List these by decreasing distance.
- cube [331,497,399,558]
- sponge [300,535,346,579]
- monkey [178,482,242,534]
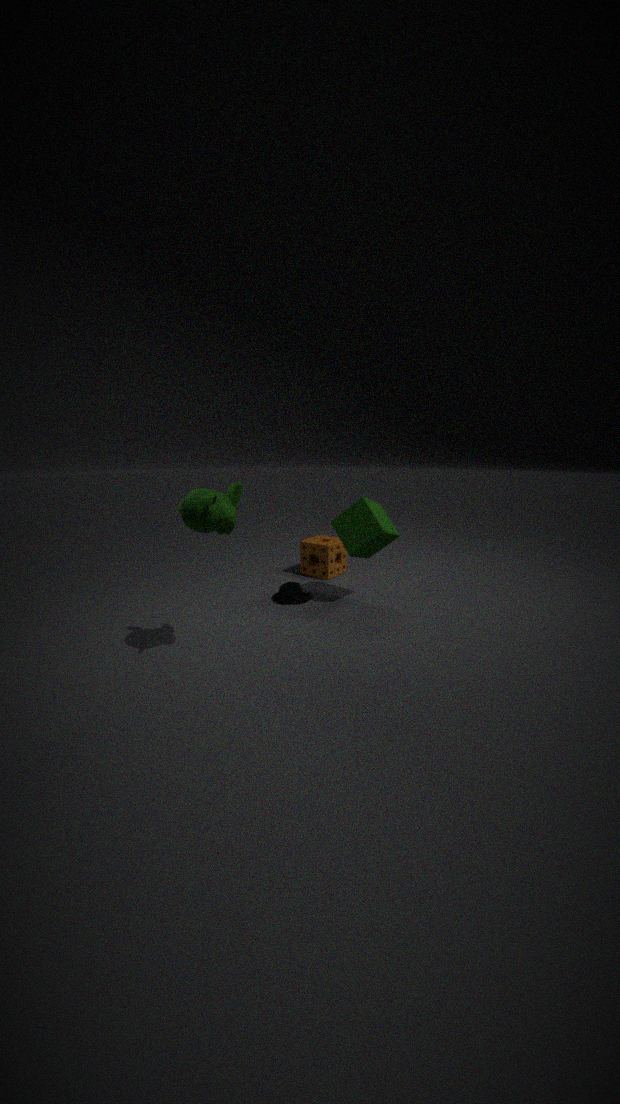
sponge [300,535,346,579], cube [331,497,399,558], monkey [178,482,242,534]
